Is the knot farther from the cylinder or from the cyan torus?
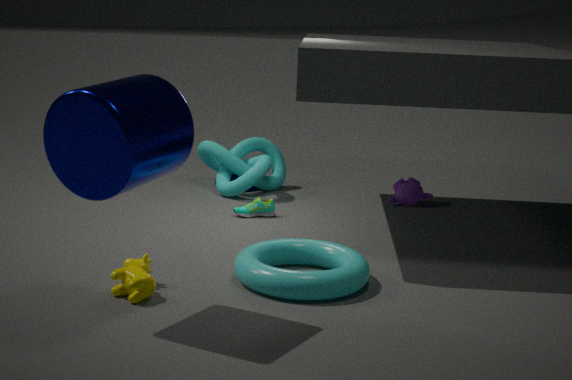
the cylinder
